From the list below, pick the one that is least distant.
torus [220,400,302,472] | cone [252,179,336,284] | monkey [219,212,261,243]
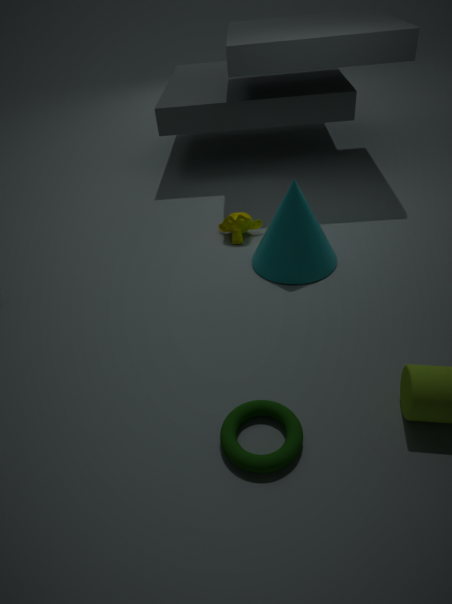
torus [220,400,302,472]
